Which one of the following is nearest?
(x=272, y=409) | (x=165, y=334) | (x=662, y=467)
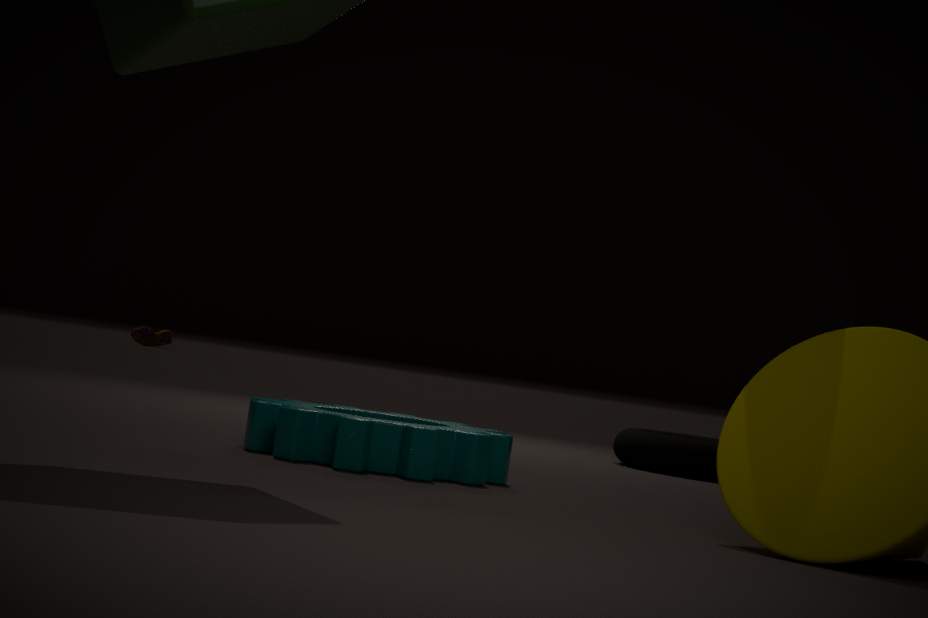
(x=272, y=409)
